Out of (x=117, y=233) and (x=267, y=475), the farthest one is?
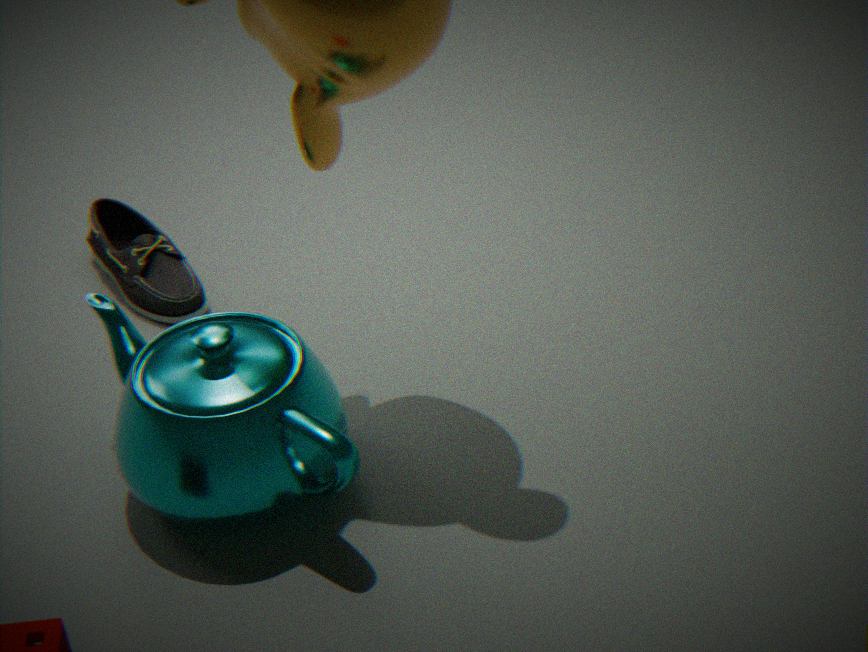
(x=117, y=233)
